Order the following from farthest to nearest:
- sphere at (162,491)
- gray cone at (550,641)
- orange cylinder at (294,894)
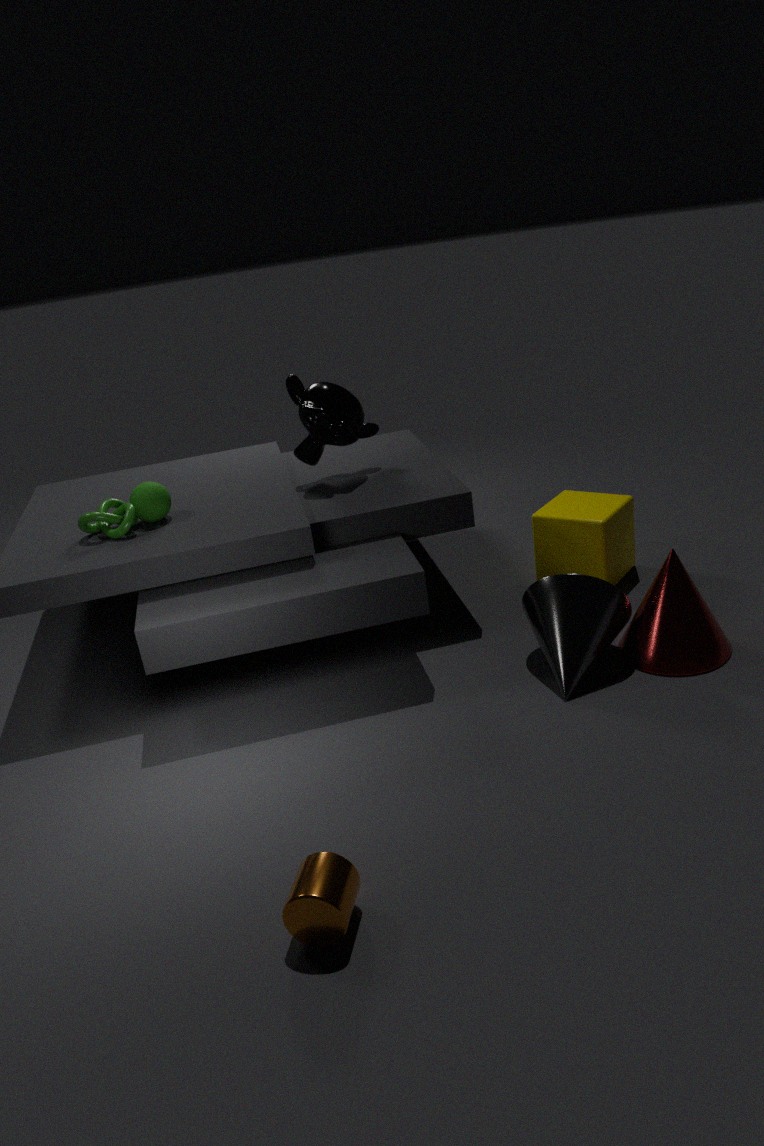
sphere at (162,491) < gray cone at (550,641) < orange cylinder at (294,894)
